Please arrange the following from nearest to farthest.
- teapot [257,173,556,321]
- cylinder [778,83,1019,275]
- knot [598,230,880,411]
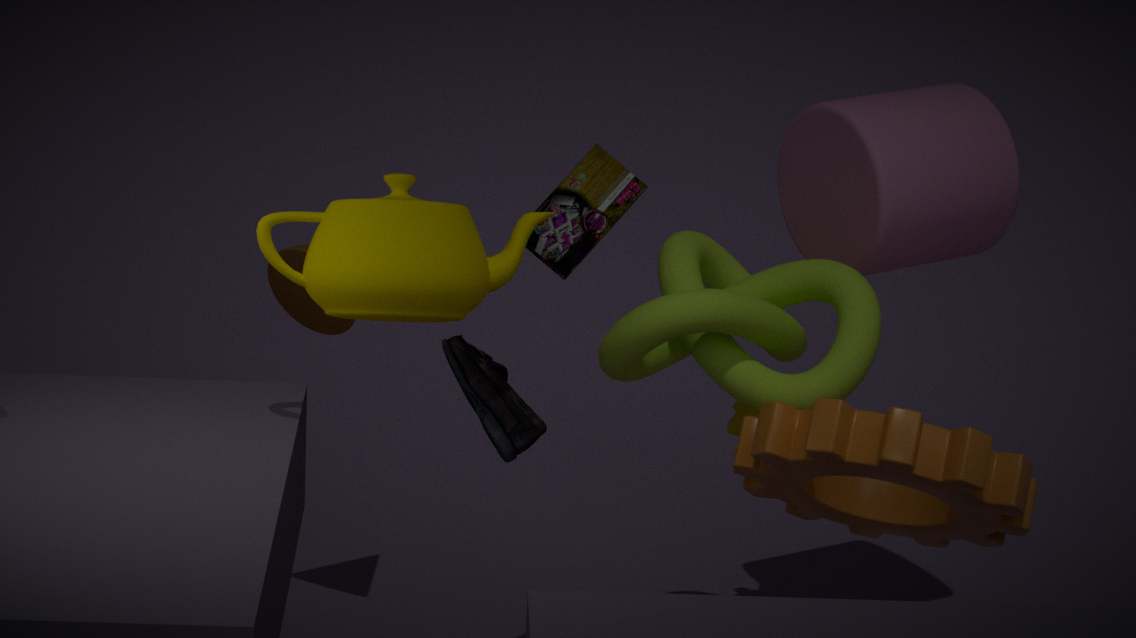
teapot [257,173,556,321] → knot [598,230,880,411] → cylinder [778,83,1019,275]
